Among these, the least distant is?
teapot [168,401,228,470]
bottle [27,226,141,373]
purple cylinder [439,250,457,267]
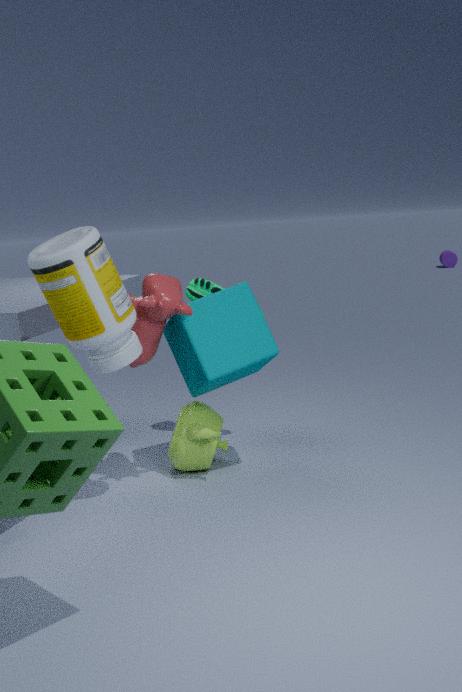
bottle [27,226,141,373]
